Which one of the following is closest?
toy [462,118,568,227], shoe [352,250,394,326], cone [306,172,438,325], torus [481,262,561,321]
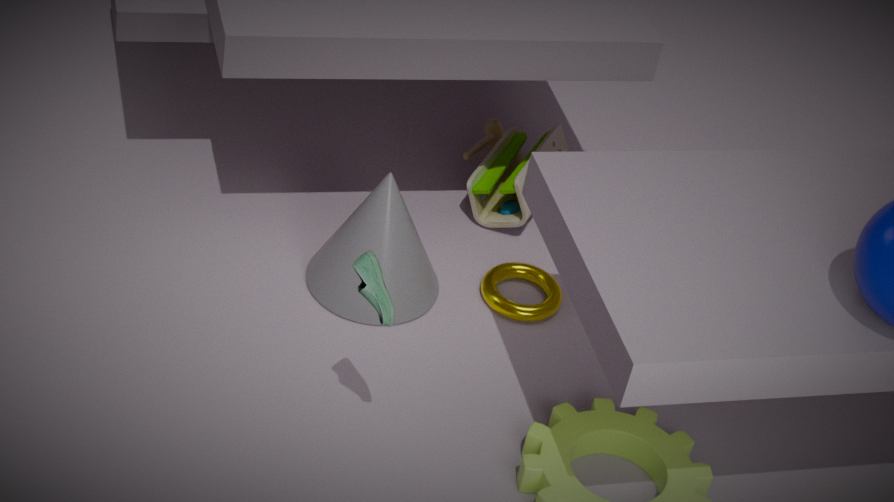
shoe [352,250,394,326]
